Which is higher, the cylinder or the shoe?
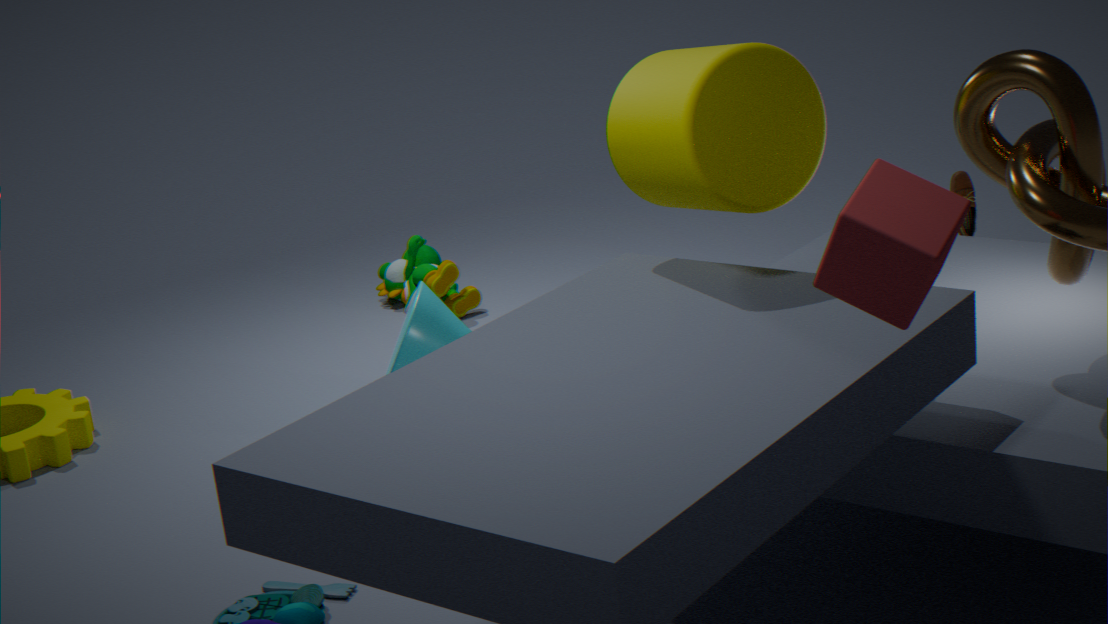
the cylinder
